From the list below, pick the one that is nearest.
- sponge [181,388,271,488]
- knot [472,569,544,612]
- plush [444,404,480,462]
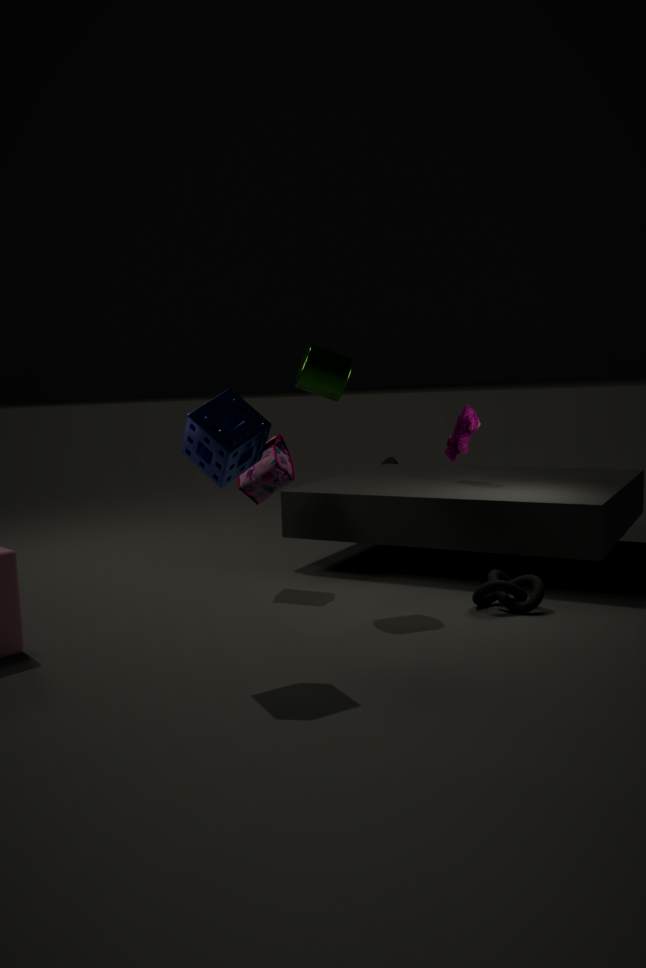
sponge [181,388,271,488]
